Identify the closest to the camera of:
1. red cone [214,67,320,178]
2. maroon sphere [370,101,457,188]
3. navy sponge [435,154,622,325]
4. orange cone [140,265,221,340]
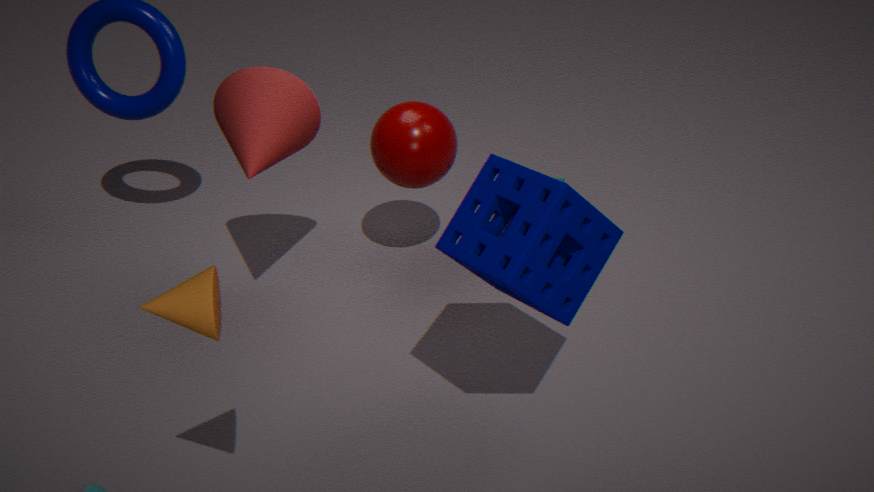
orange cone [140,265,221,340]
